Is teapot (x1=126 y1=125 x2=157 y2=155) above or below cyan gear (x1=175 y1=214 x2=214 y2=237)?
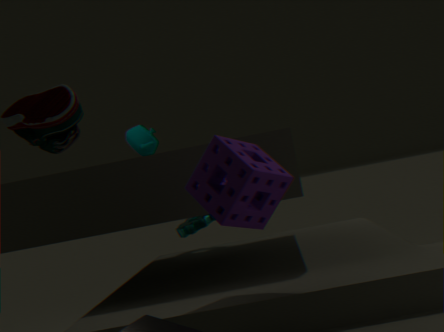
above
